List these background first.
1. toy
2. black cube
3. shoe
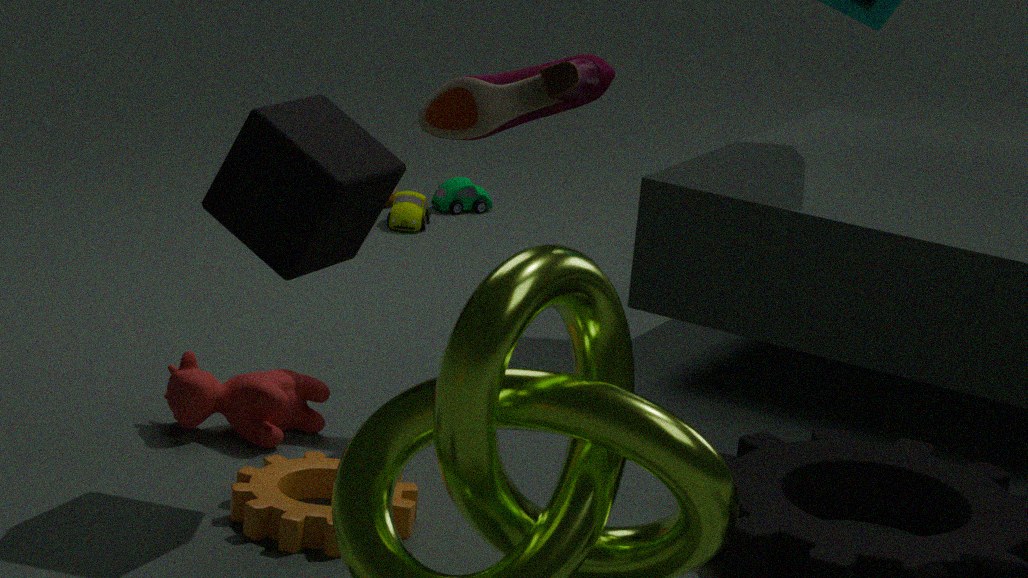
toy
shoe
black cube
